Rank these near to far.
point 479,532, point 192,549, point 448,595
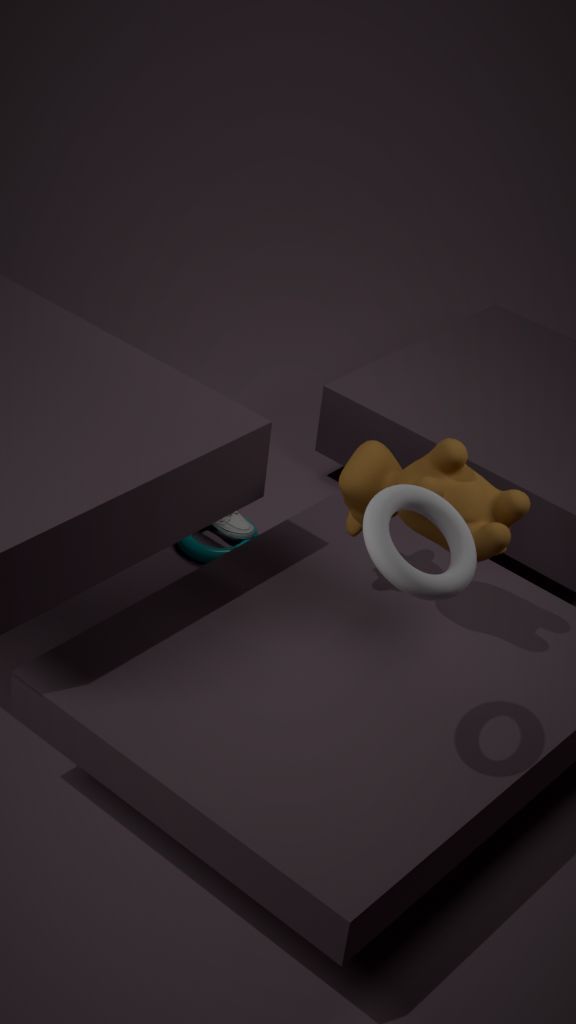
point 448,595 → point 479,532 → point 192,549
